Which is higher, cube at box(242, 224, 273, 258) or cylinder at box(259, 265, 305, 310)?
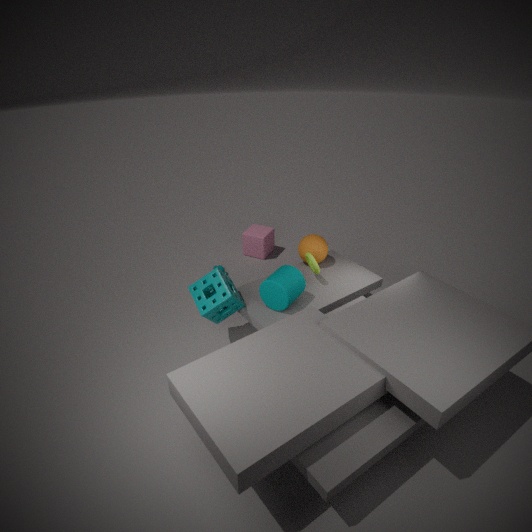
cylinder at box(259, 265, 305, 310)
